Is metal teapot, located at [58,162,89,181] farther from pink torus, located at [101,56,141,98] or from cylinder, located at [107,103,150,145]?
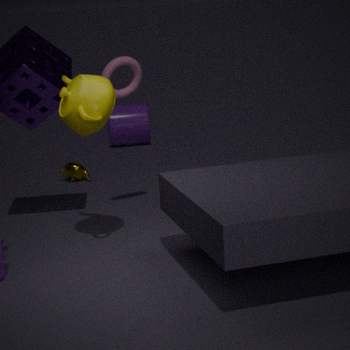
pink torus, located at [101,56,141,98]
